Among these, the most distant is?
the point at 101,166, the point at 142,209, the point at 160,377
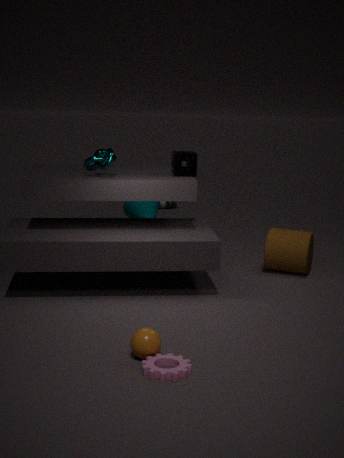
the point at 142,209
